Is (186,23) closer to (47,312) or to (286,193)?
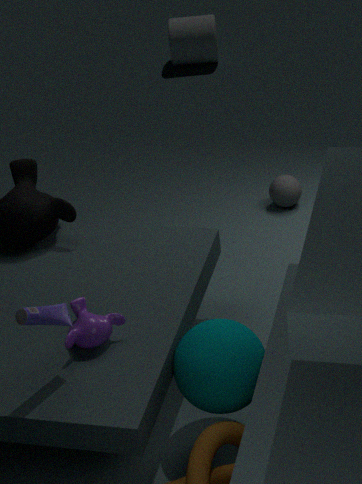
(286,193)
